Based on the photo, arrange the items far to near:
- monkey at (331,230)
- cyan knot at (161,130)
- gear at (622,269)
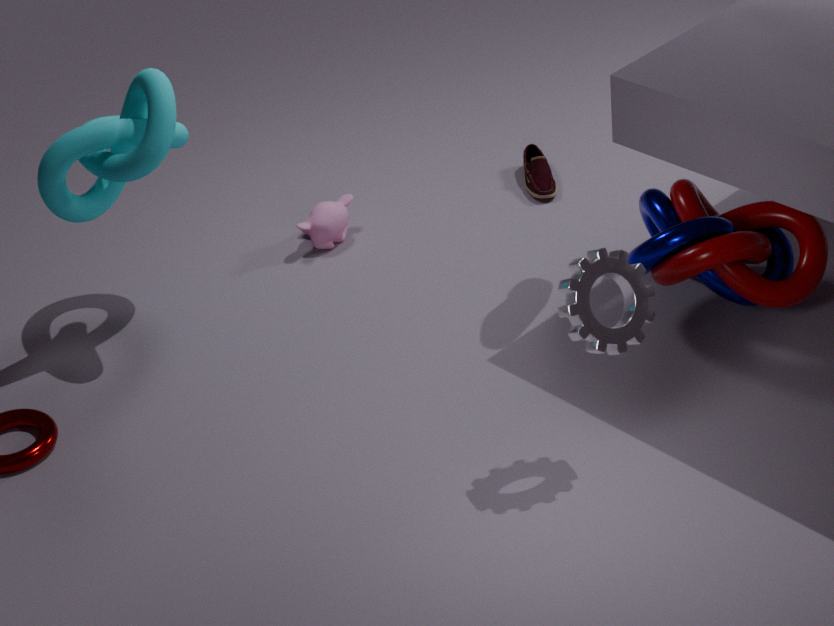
monkey at (331,230) < cyan knot at (161,130) < gear at (622,269)
